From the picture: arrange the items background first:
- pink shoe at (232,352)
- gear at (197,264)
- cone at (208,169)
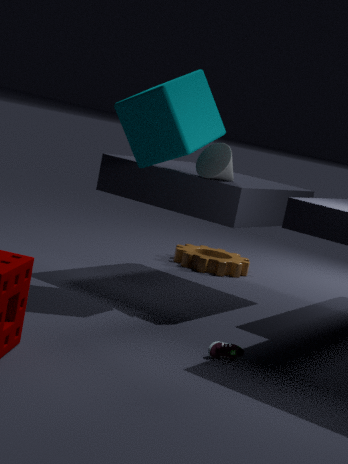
gear at (197,264)
cone at (208,169)
pink shoe at (232,352)
